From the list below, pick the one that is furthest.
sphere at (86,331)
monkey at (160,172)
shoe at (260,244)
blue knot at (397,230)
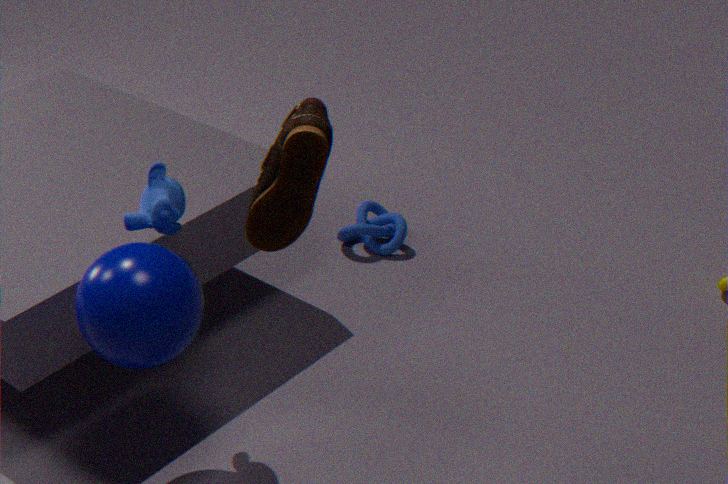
blue knot at (397,230)
